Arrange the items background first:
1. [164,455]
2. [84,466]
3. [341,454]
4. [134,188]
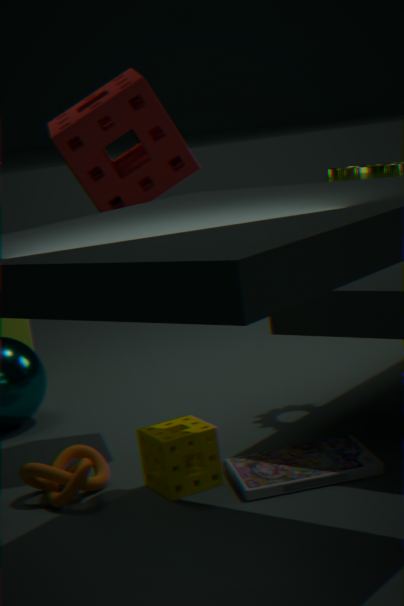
[134,188]
[341,454]
[84,466]
[164,455]
